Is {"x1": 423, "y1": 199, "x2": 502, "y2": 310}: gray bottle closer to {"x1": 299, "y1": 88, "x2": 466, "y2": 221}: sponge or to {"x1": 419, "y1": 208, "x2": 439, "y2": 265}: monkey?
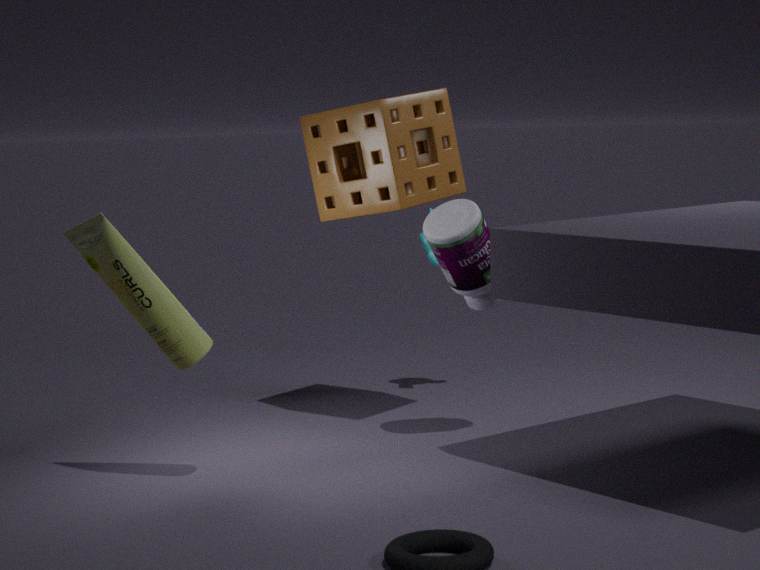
{"x1": 299, "y1": 88, "x2": 466, "y2": 221}: sponge
